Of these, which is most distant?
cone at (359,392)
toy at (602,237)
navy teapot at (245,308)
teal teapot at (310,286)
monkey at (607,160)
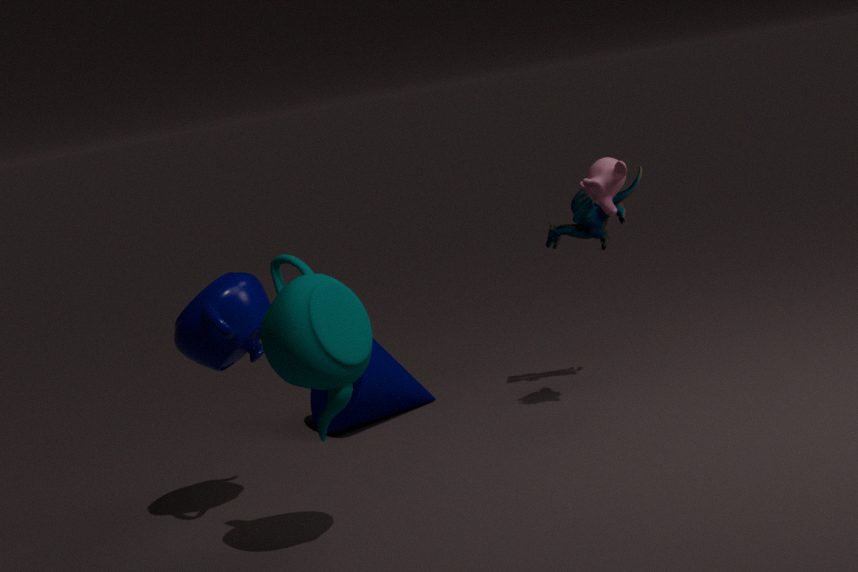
toy at (602,237)
